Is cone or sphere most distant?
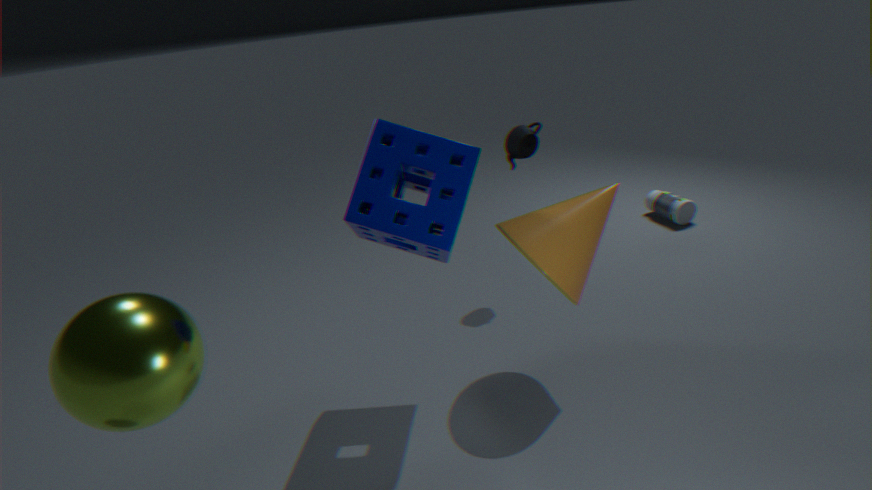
cone
